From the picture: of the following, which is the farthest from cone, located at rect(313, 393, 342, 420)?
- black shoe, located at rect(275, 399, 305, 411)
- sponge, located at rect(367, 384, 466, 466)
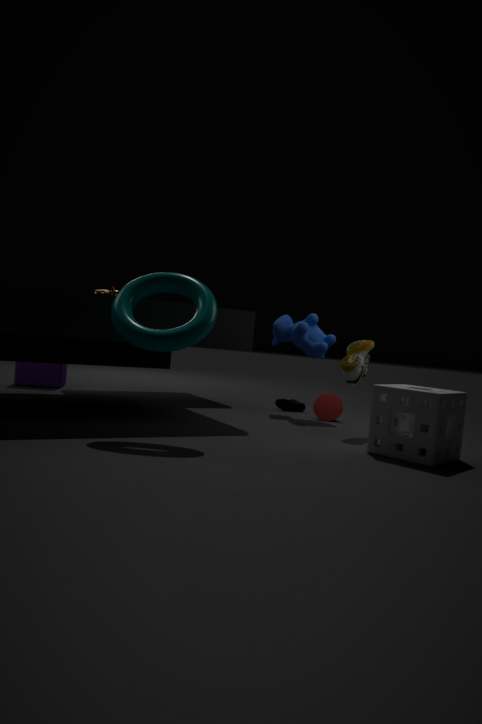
sponge, located at rect(367, 384, 466, 466)
